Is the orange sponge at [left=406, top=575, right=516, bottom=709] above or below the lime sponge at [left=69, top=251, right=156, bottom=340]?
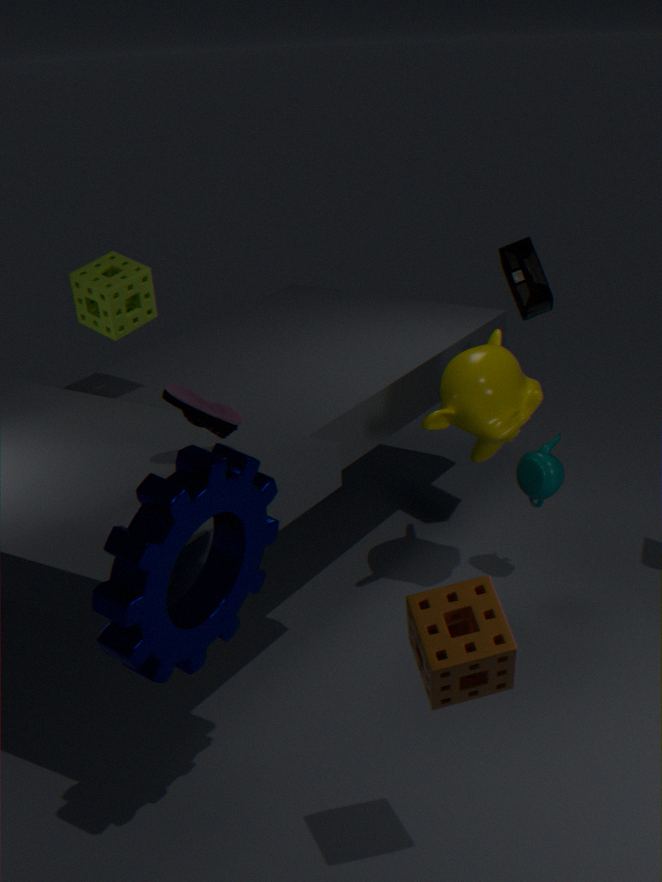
below
